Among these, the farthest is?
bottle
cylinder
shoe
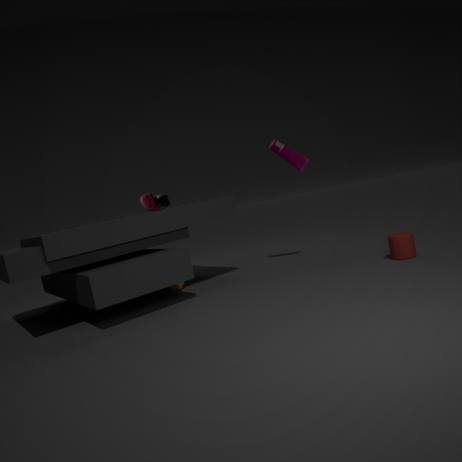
bottle
